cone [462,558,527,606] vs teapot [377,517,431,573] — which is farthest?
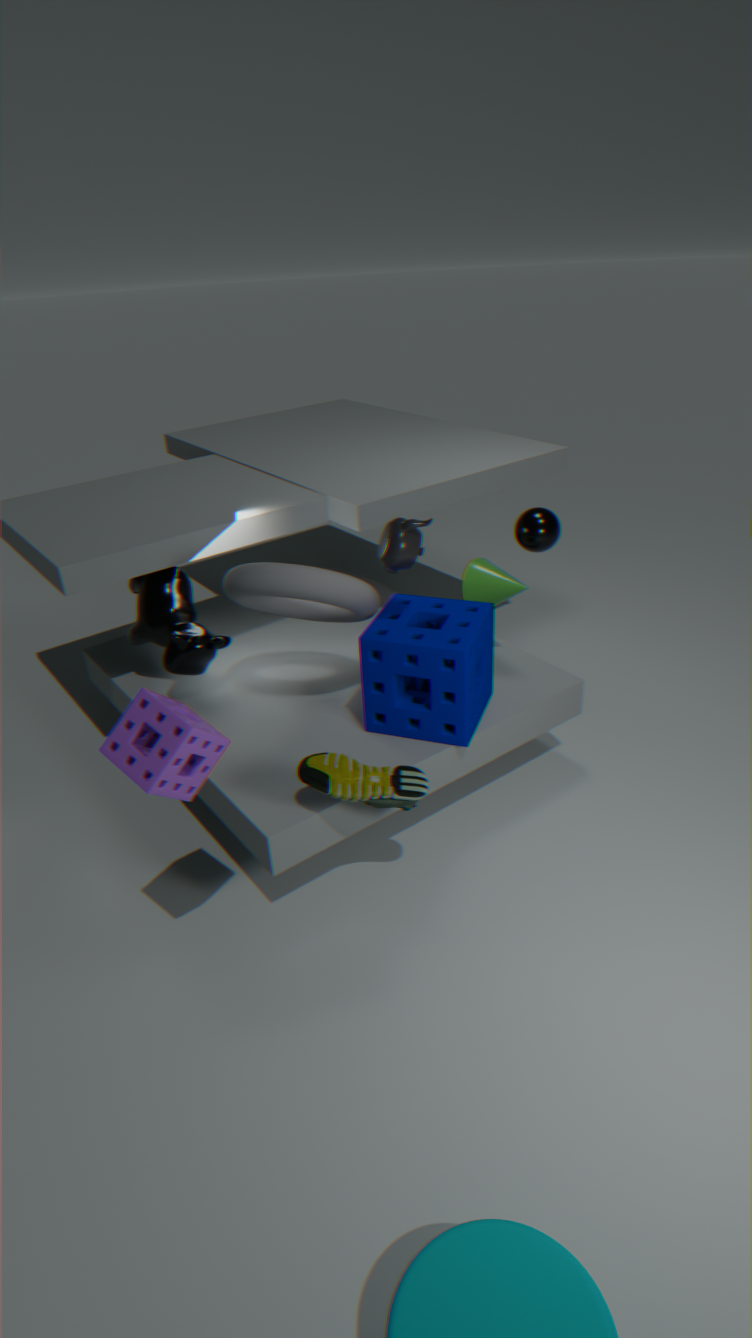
cone [462,558,527,606]
